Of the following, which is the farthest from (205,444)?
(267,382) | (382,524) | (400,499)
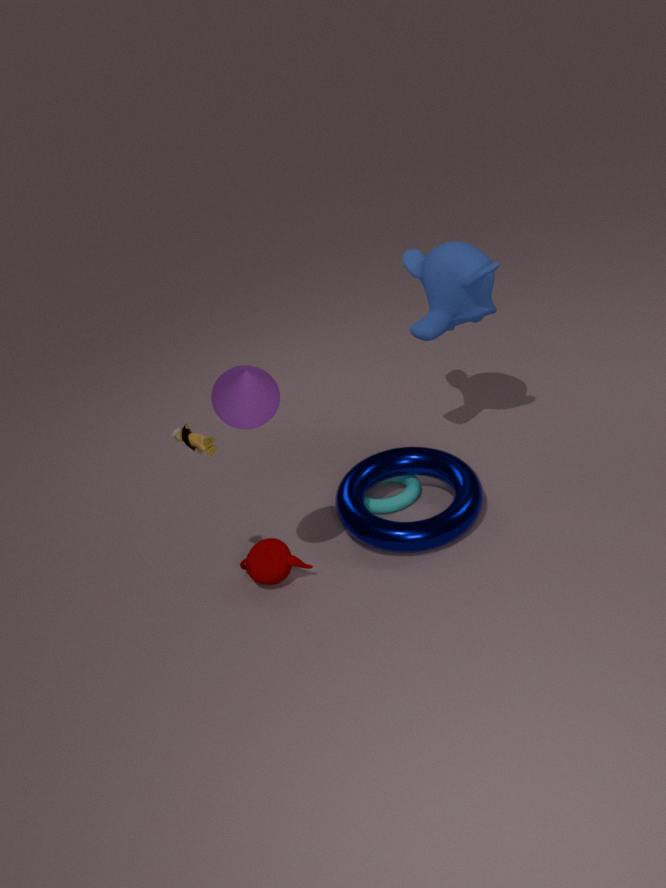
(400,499)
